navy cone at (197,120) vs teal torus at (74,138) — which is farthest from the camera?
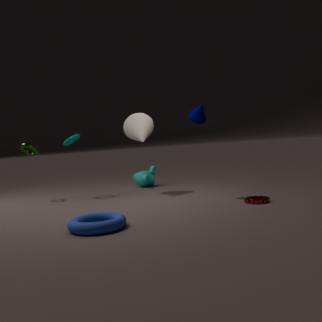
teal torus at (74,138)
